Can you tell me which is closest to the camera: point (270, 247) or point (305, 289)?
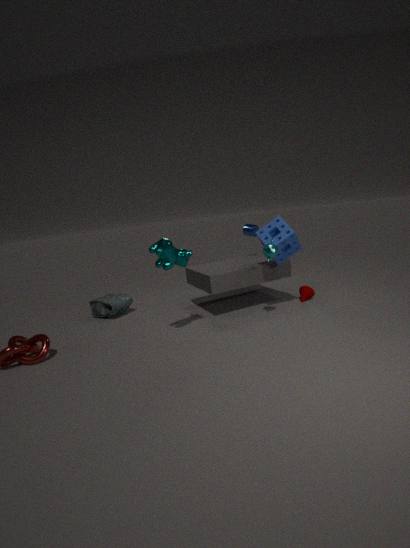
point (270, 247)
